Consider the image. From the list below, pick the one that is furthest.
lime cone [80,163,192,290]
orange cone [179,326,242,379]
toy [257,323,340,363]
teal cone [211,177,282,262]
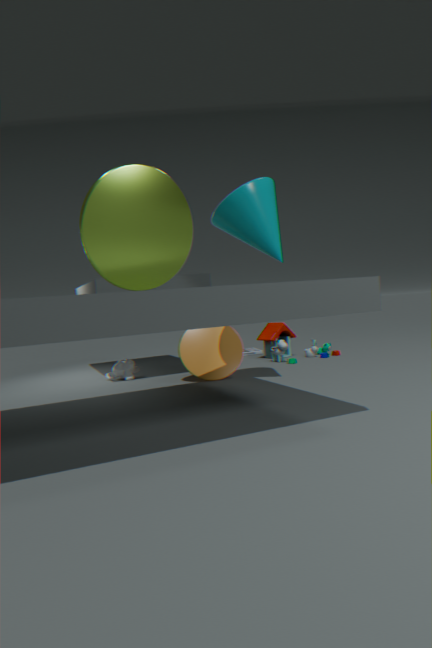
toy [257,323,340,363]
